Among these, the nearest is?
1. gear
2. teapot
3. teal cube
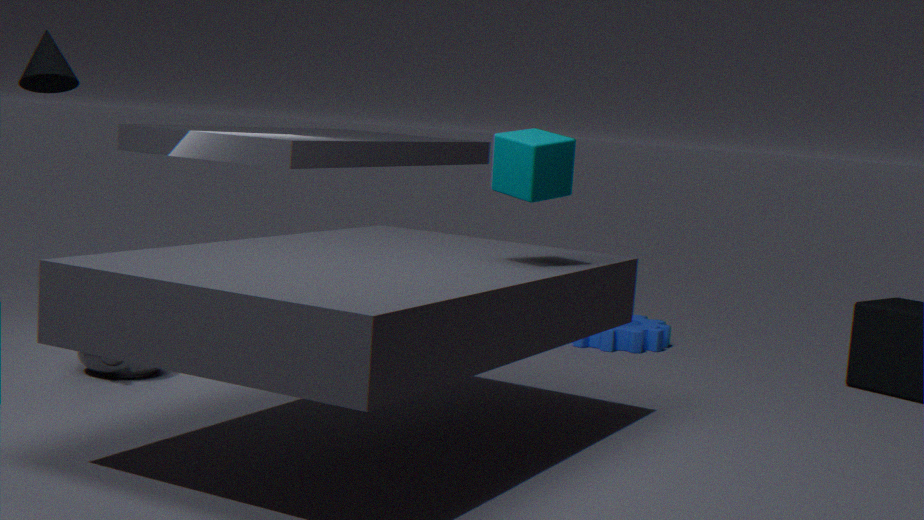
teal cube
